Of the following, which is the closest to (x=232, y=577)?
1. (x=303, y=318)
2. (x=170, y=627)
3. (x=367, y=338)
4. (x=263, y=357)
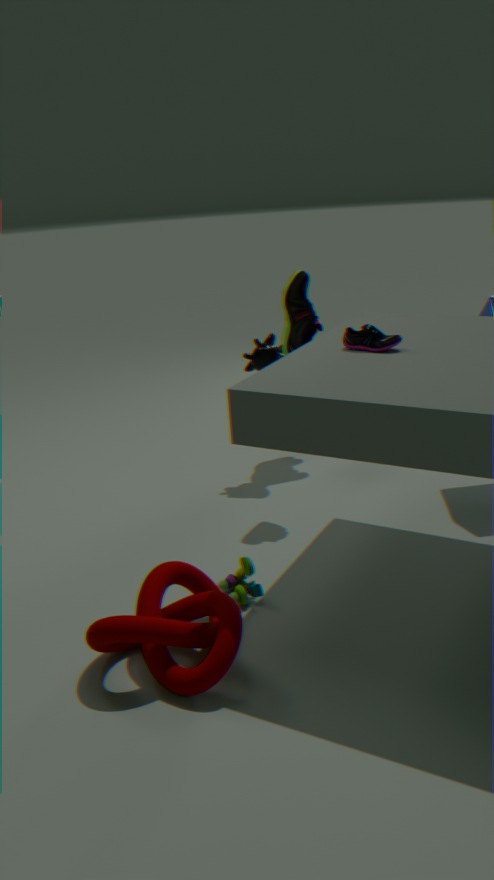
(x=170, y=627)
